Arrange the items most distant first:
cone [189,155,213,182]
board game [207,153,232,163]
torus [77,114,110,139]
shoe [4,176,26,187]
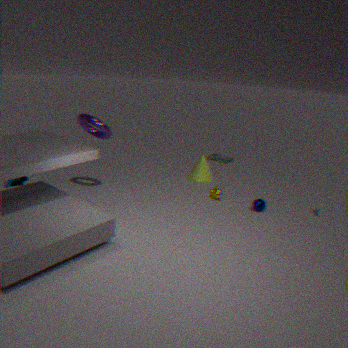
board game [207,153,232,163] → cone [189,155,213,182] → torus [77,114,110,139] → shoe [4,176,26,187]
